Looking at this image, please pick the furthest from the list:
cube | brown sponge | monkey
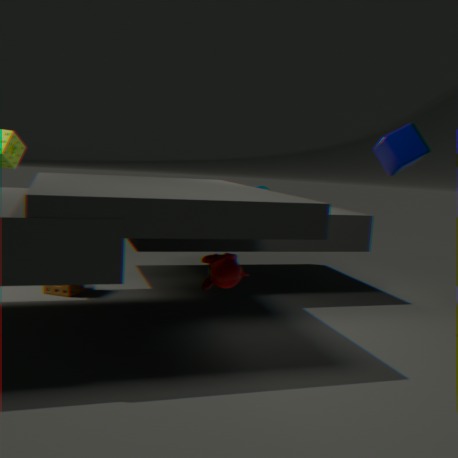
brown sponge
